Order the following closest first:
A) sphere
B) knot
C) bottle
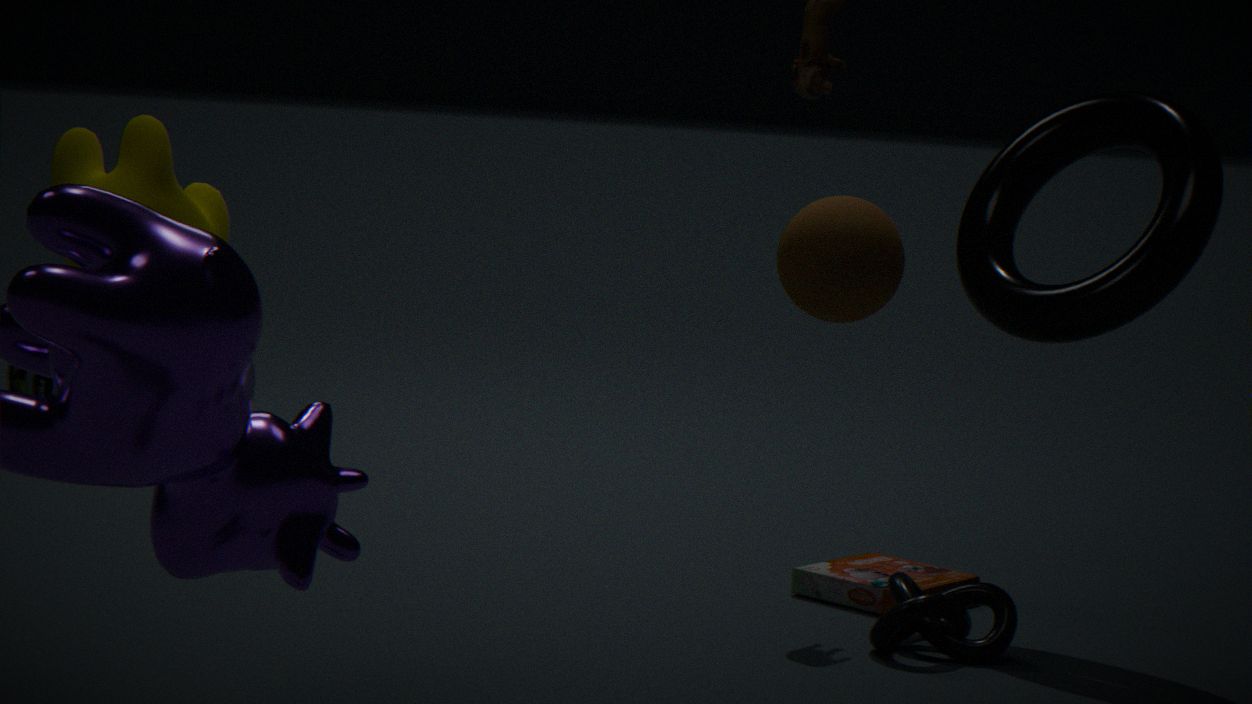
sphere
knot
bottle
